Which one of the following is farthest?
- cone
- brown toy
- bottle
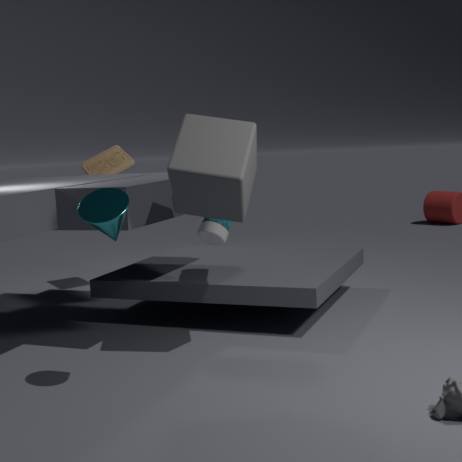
brown toy
